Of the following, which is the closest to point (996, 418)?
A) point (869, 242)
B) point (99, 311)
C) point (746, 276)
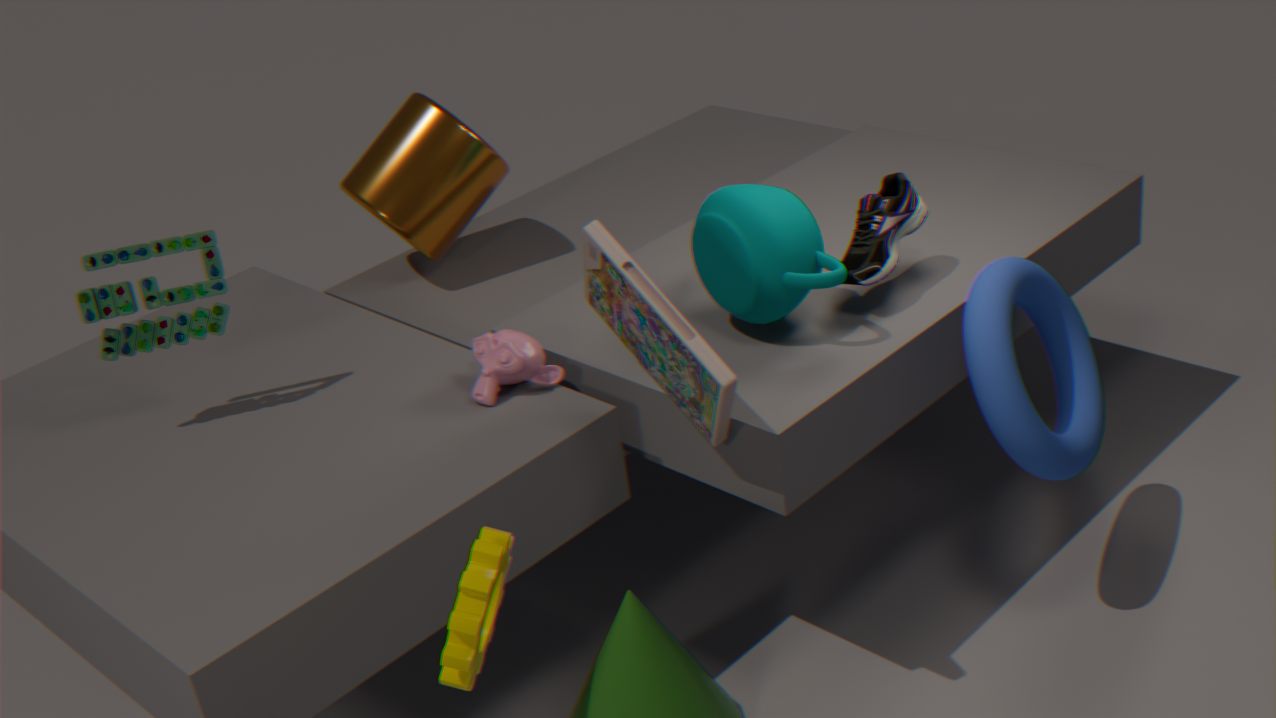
point (869, 242)
